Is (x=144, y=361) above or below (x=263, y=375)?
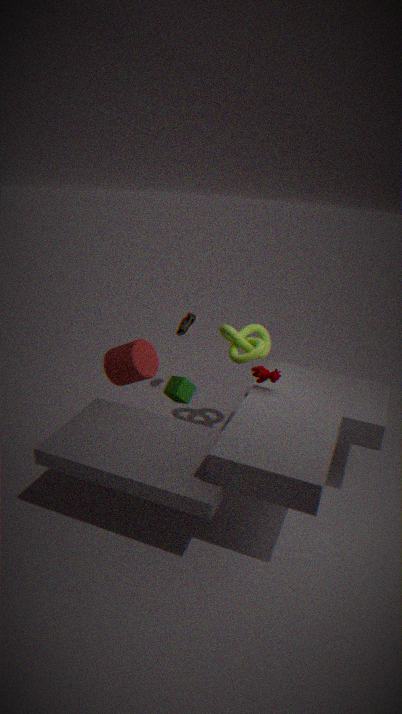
below
